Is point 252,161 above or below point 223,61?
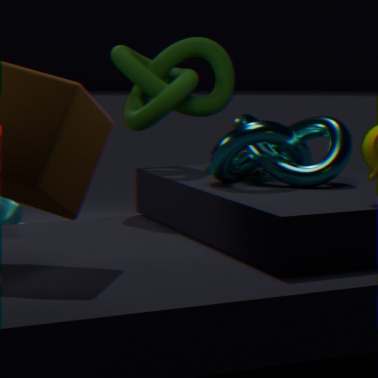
below
